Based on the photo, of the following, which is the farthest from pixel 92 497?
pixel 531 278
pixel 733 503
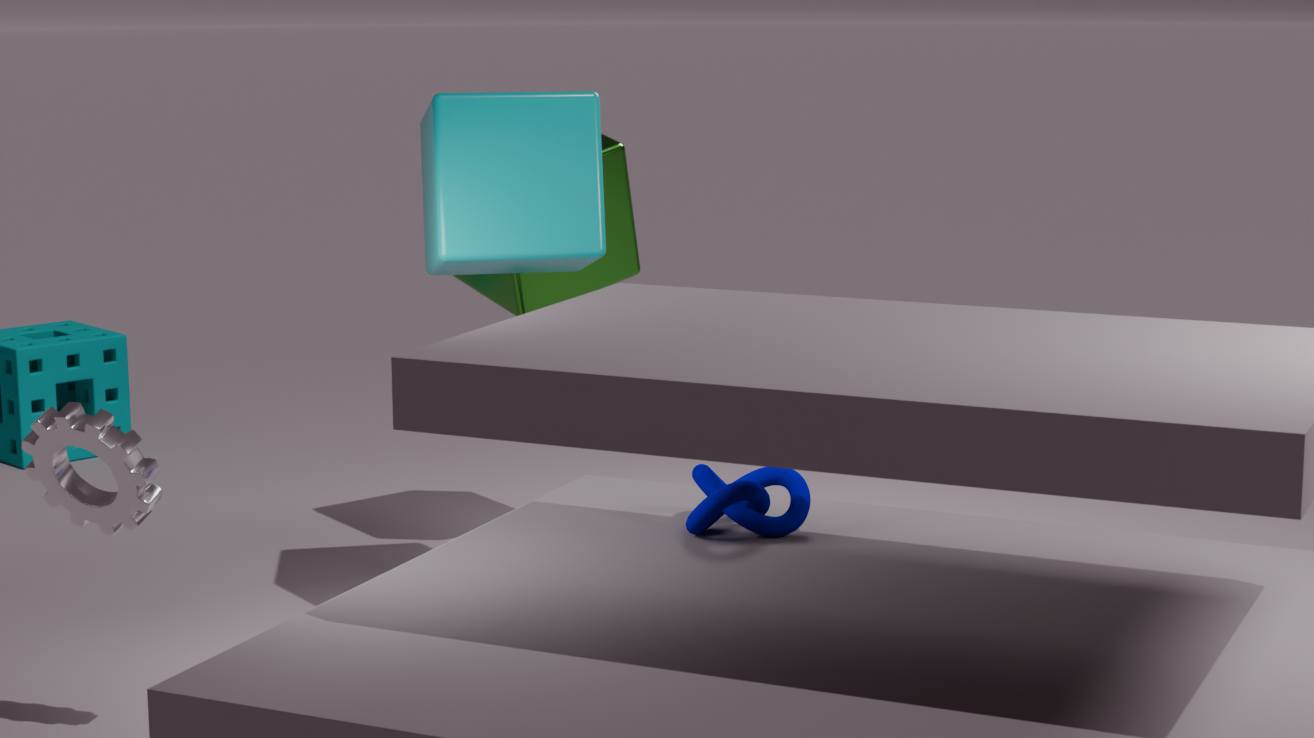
pixel 531 278
